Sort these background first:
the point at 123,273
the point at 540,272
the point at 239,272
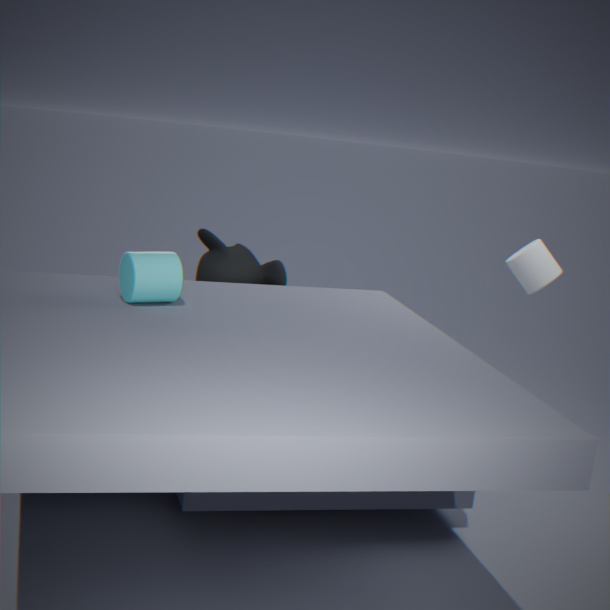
the point at 540,272 < the point at 239,272 < the point at 123,273
